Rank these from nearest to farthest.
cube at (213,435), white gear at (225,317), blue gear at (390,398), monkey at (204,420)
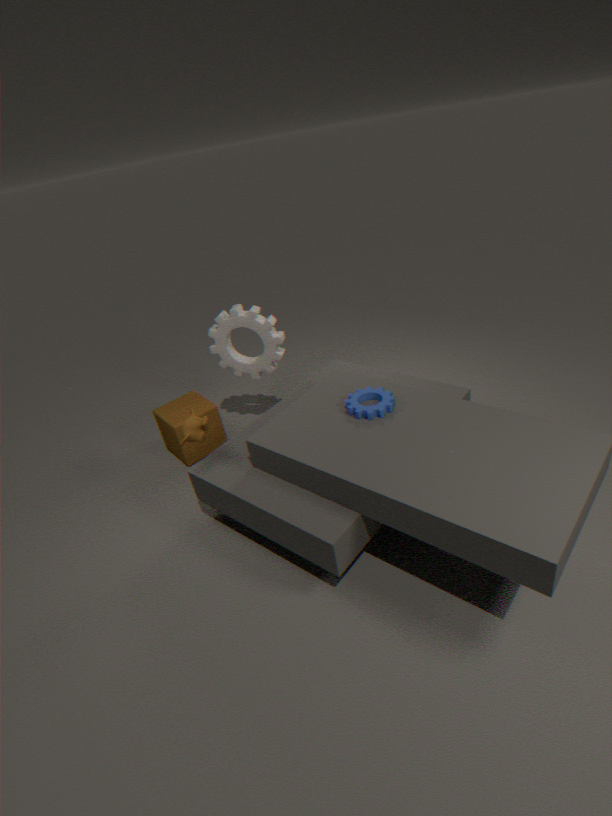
blue gear at (390,398) → monkey at (204,420) → white gear at (225,317) → cube at (213,435)
